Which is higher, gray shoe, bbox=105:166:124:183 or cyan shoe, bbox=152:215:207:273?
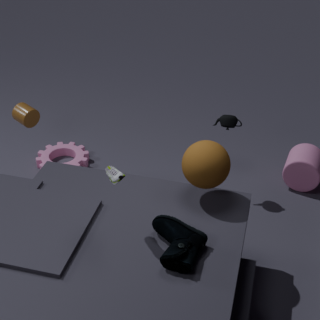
gray shoe, bbox=105:166:124:183
